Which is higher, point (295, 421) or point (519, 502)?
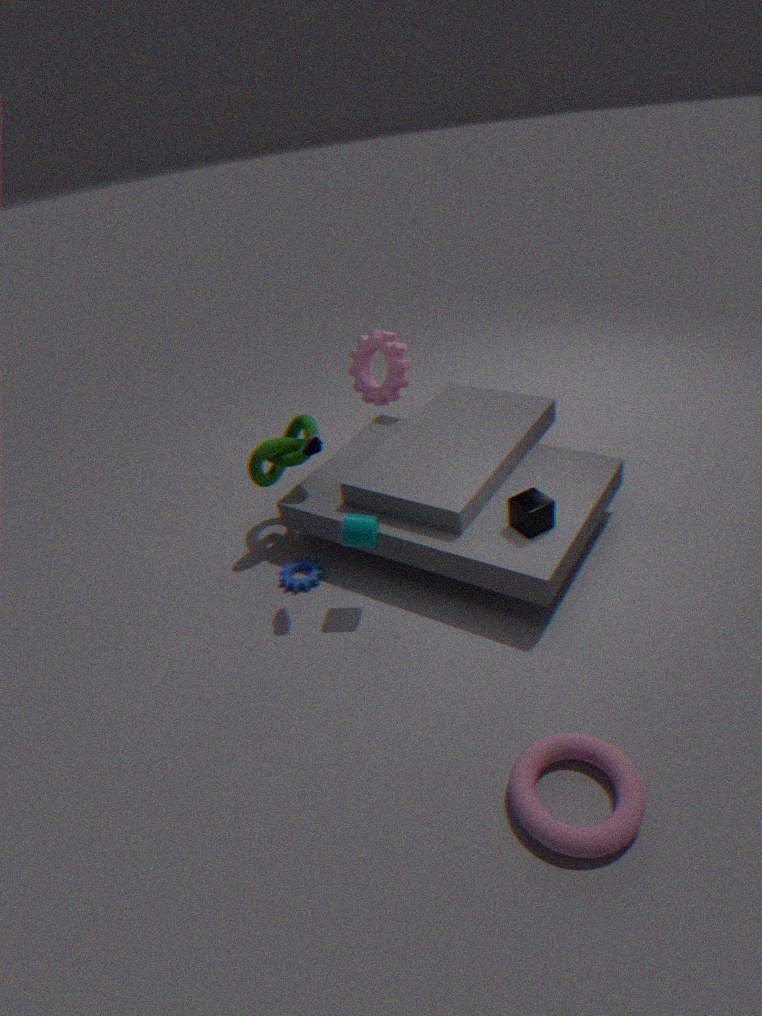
point (295, 421)
